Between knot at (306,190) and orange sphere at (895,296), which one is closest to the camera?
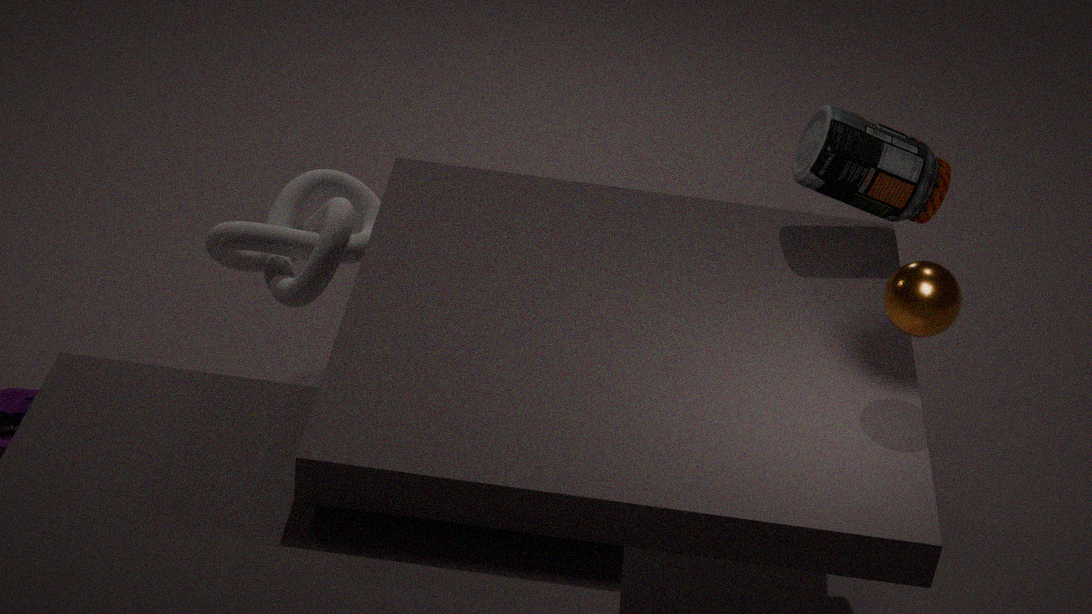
orange sphere at (895,296)
